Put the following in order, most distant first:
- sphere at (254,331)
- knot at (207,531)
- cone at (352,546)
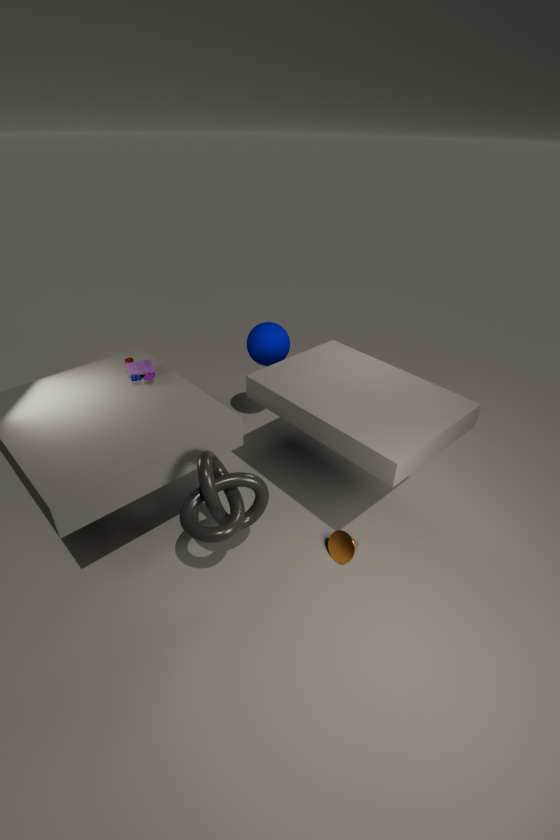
sphere at (254,331)
cone at (352,546)
knot at (207,531)
